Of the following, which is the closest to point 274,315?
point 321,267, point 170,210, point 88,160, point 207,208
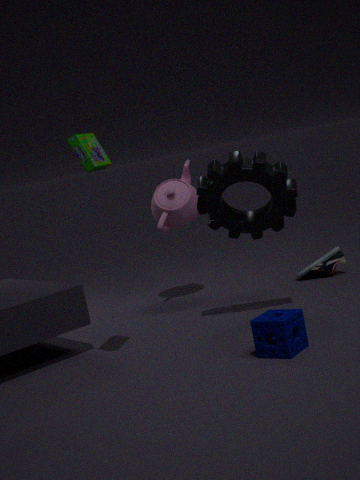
point 207,208
